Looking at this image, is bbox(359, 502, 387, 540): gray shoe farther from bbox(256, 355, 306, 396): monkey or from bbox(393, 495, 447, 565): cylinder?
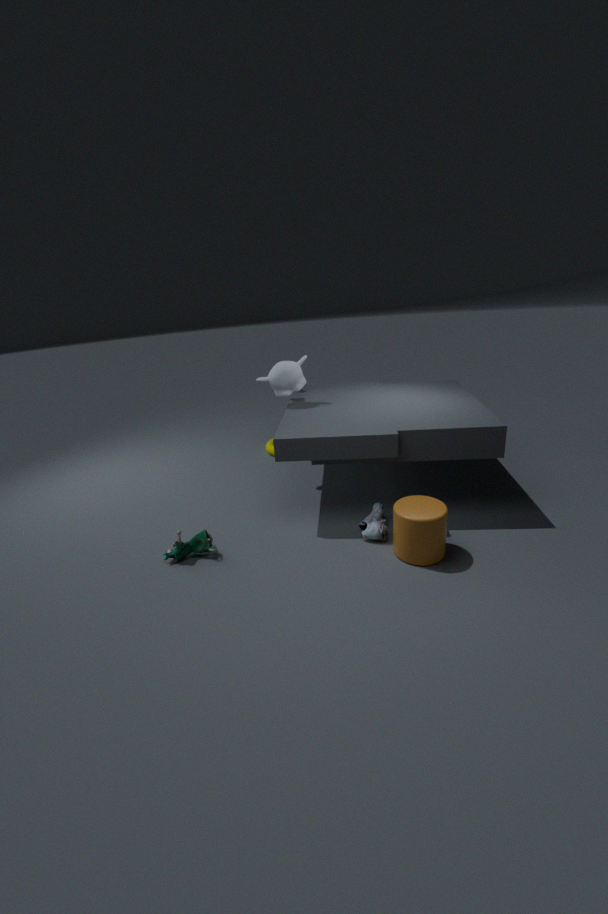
bbox(256, 355, 306, 396): monkey
